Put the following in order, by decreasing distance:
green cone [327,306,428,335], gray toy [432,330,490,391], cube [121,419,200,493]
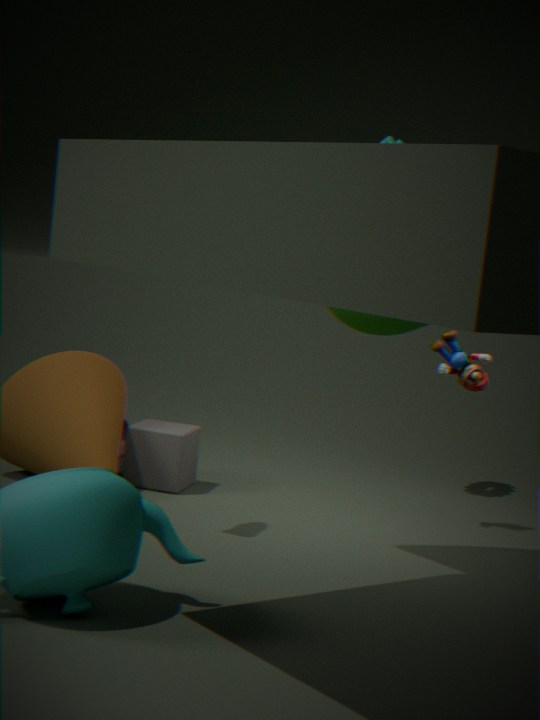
cube [121,419,200,493] < gray toy [432,330,490,391] < green cone [327,306,428,335]
